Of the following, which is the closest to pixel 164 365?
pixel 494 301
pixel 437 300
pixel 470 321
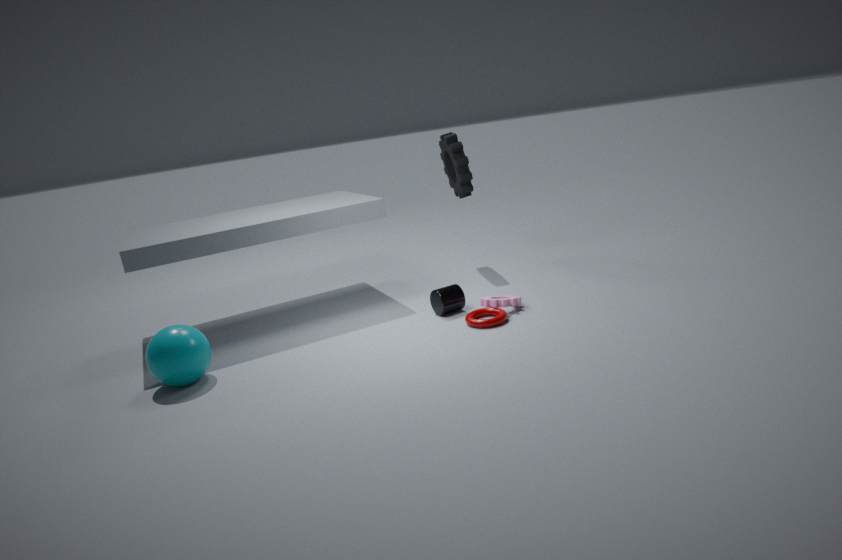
pixel 437 300
